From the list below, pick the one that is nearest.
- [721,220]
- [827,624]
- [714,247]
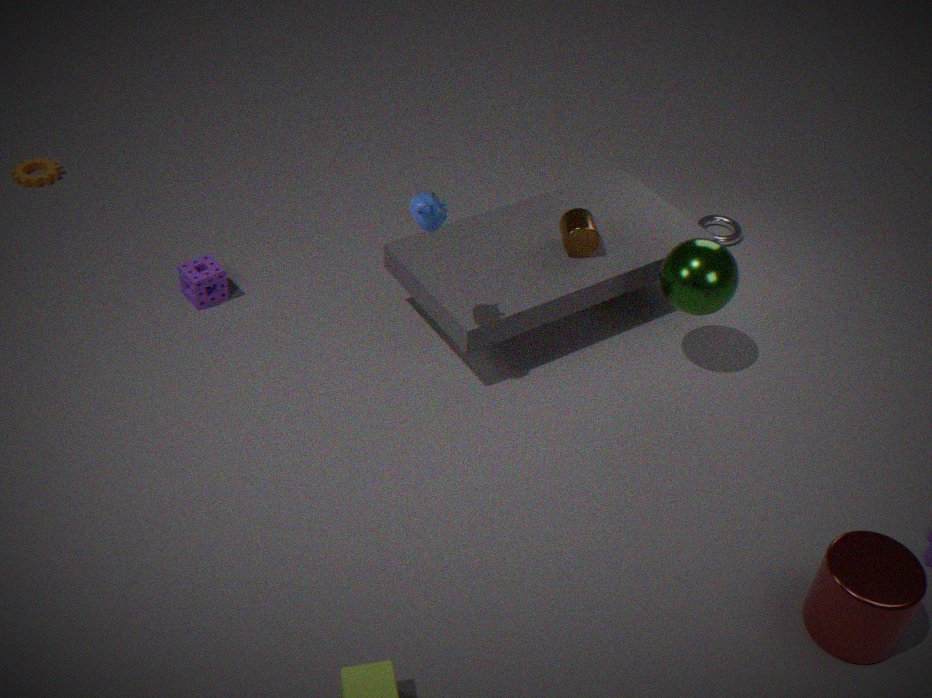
[827,624]
